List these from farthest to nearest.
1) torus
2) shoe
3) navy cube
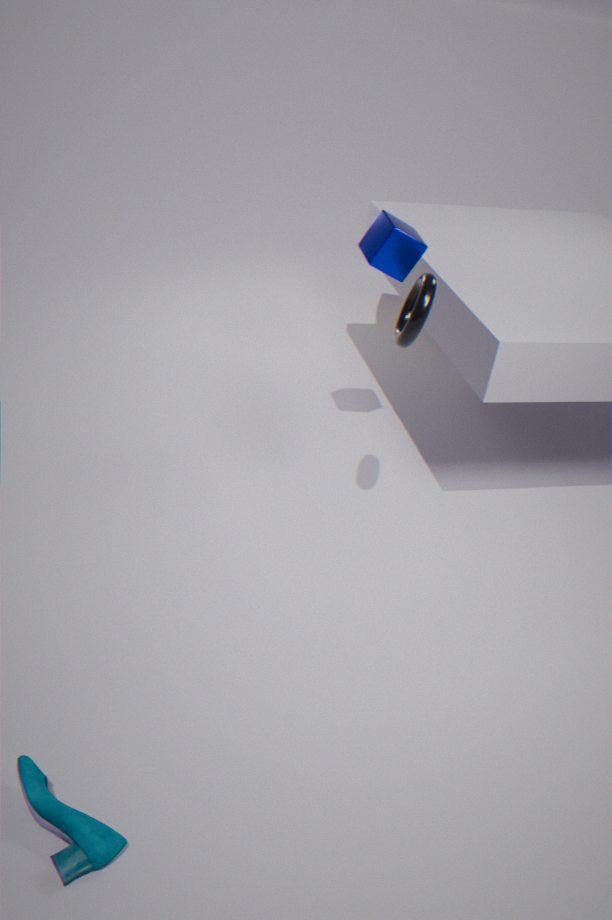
3. navy cube < 1. torus < 2. shoe
